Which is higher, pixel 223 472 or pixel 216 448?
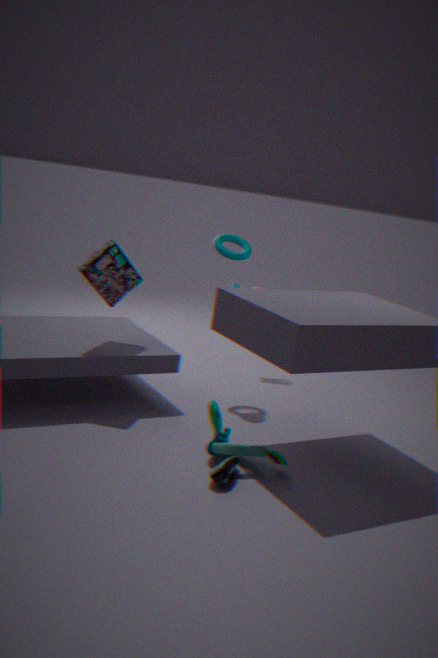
pixel 216 448
